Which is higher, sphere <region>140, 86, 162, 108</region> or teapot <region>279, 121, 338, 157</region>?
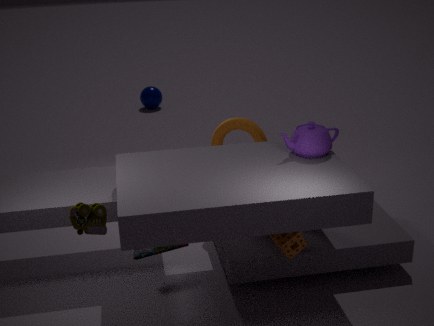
teapot <region>279, 121, 338, 157</region>
